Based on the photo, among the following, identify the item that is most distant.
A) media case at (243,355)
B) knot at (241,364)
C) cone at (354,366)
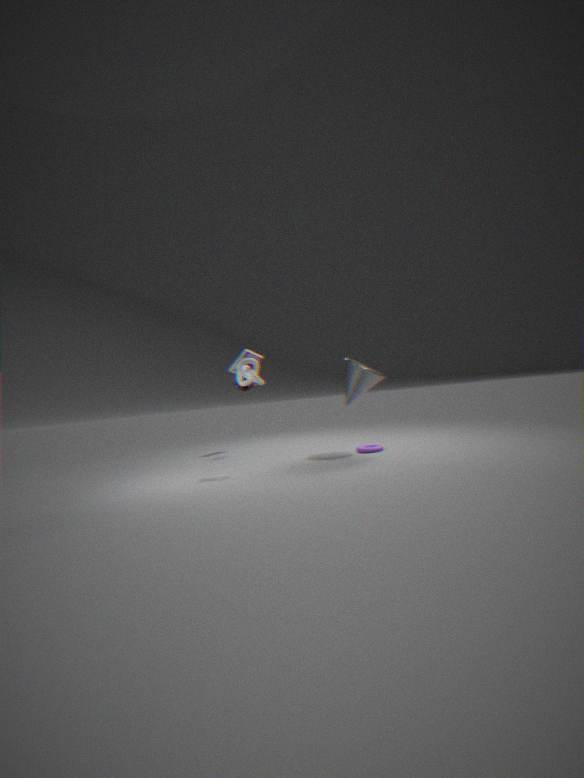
media case at (243,355)
